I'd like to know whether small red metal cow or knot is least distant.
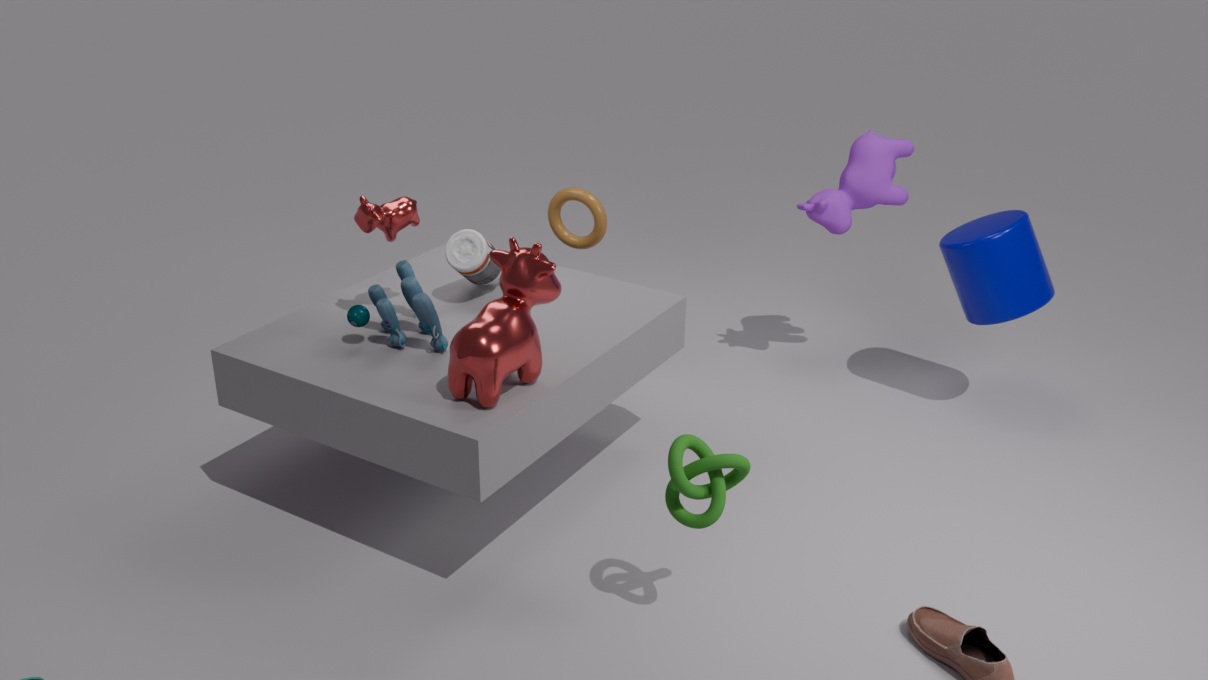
knot
